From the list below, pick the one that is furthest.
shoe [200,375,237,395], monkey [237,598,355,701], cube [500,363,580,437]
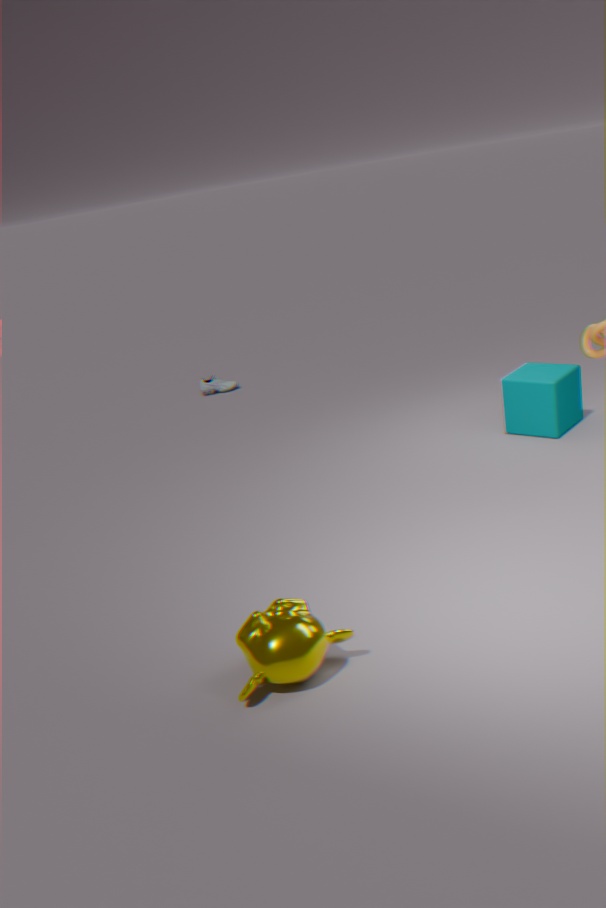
shoe [200,375,237,395]
